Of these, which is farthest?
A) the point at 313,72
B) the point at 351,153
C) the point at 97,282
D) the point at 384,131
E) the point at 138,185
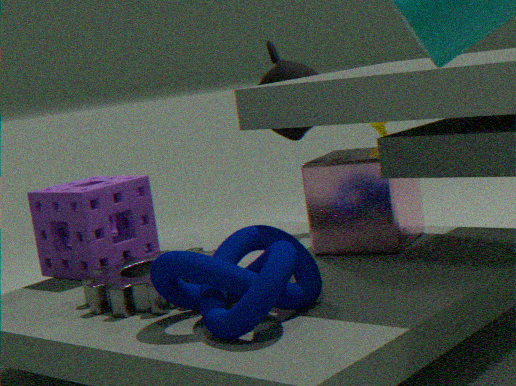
the point at 384,131
